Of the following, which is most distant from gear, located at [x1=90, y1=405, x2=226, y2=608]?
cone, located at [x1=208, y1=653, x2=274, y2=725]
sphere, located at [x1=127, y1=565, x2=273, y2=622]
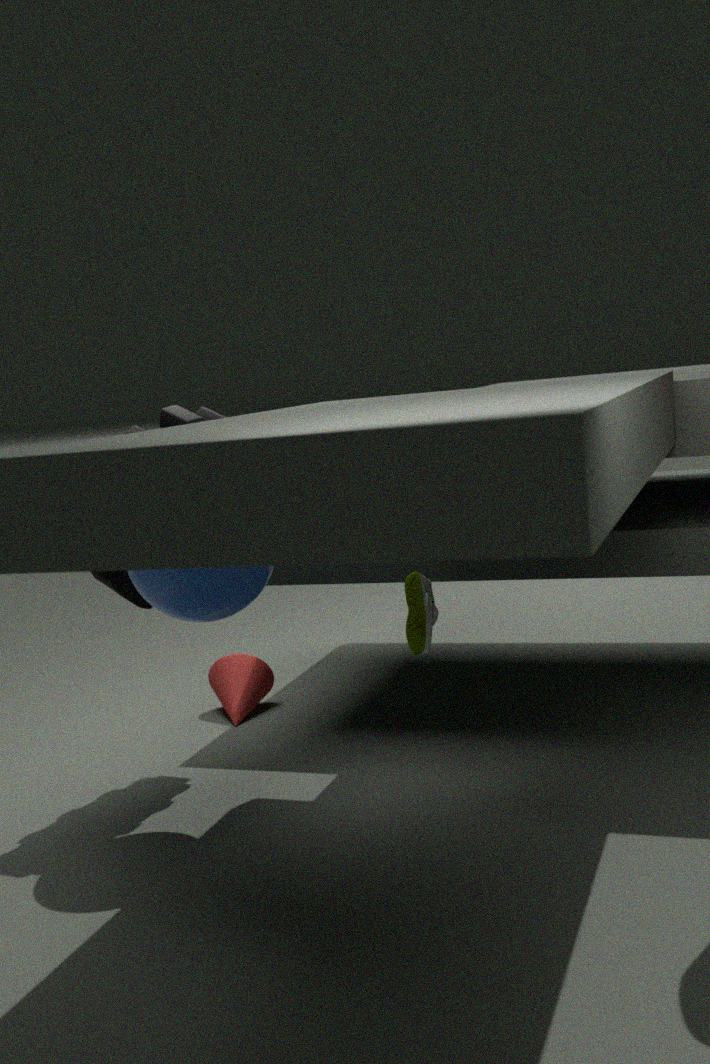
cone, located at [x1=208, y1=653, x2=274, y2=725]
